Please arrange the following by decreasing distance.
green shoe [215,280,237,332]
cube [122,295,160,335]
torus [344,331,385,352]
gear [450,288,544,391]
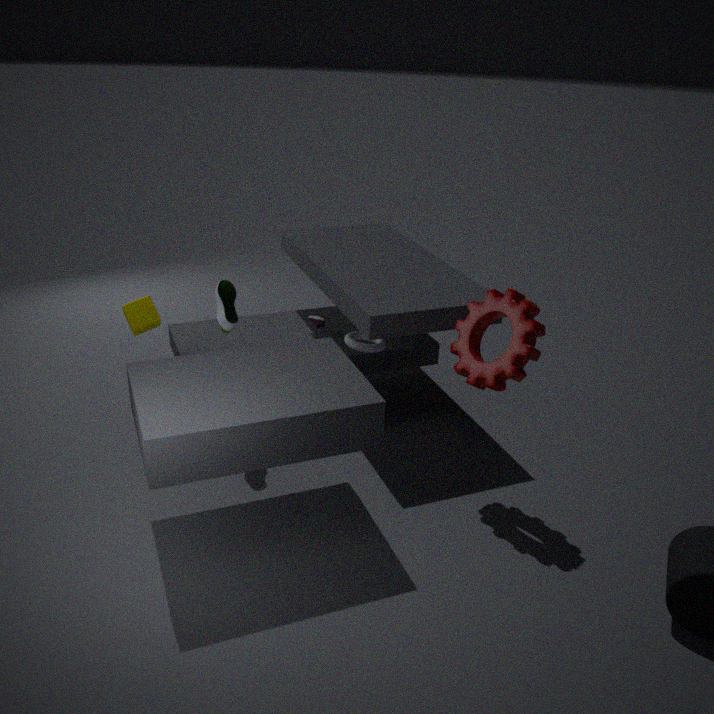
torus [344,331,385,352], cube [122,295,160,335], green shoe [215,280,237,332], gear [450,288,544,391]
